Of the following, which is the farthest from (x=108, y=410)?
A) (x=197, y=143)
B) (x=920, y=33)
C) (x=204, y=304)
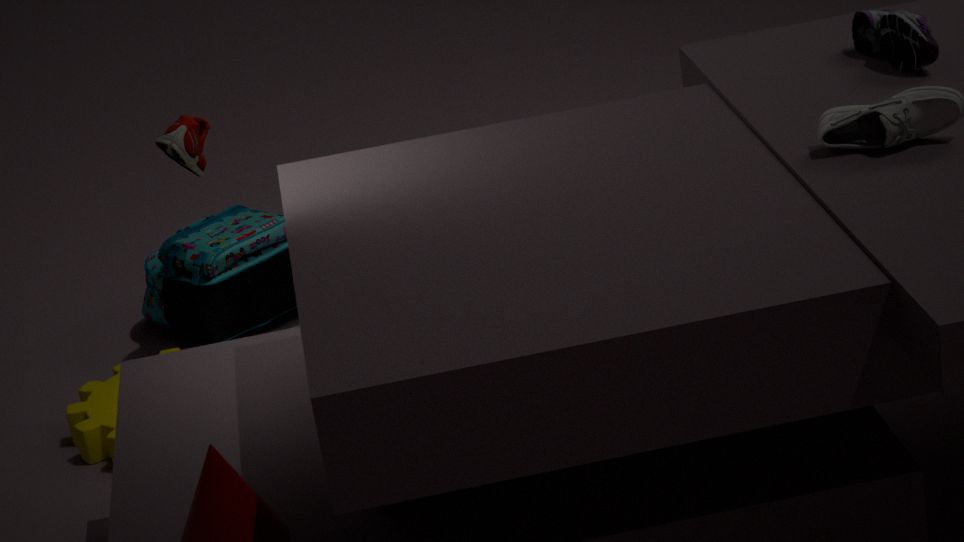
(x=920, y=33)
